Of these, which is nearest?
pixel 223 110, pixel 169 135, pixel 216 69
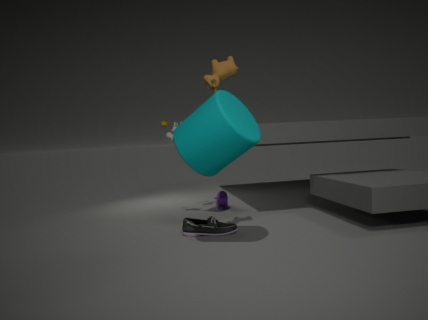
pixel 223 110
